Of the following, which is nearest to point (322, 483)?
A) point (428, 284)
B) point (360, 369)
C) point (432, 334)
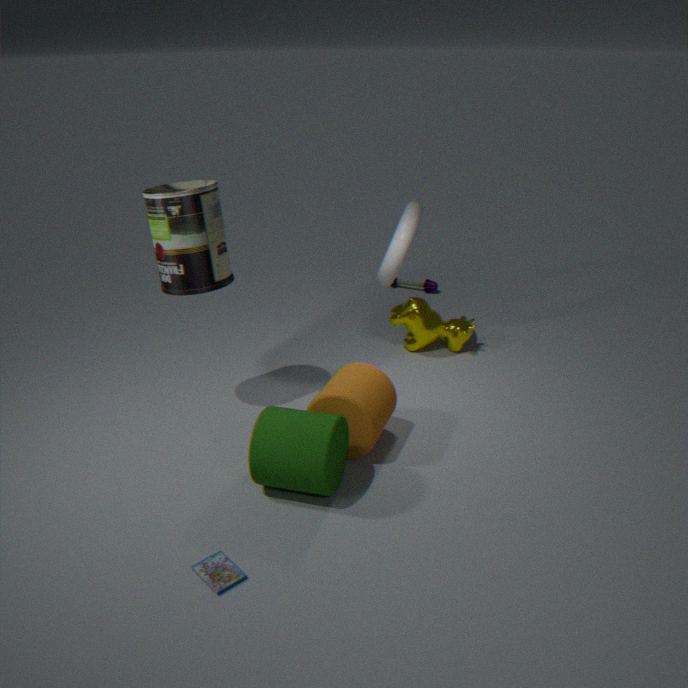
point (360, 369)
